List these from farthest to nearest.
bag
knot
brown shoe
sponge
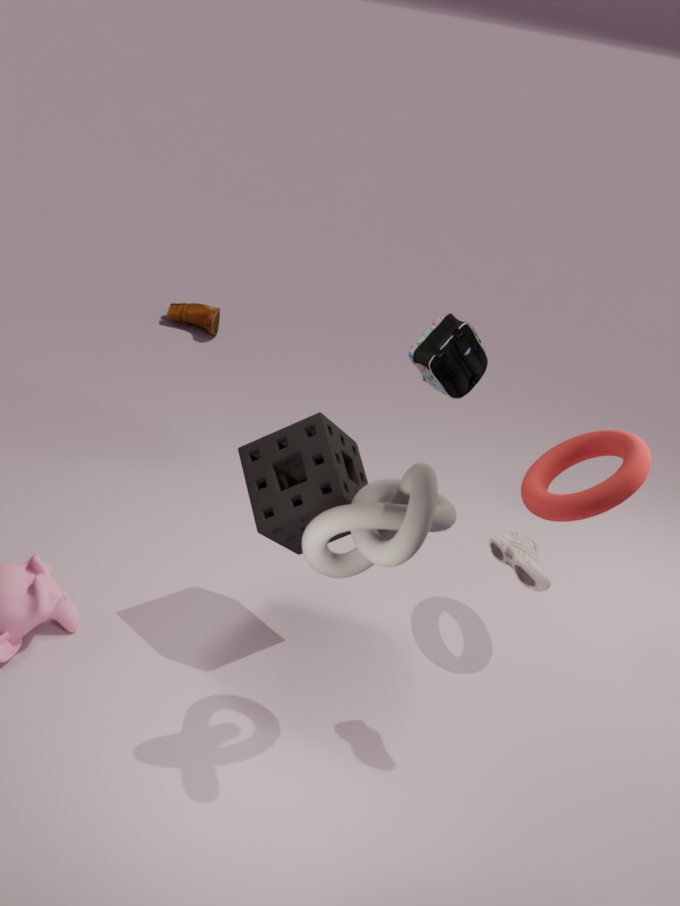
brown shoe < bag < sponge < knot
